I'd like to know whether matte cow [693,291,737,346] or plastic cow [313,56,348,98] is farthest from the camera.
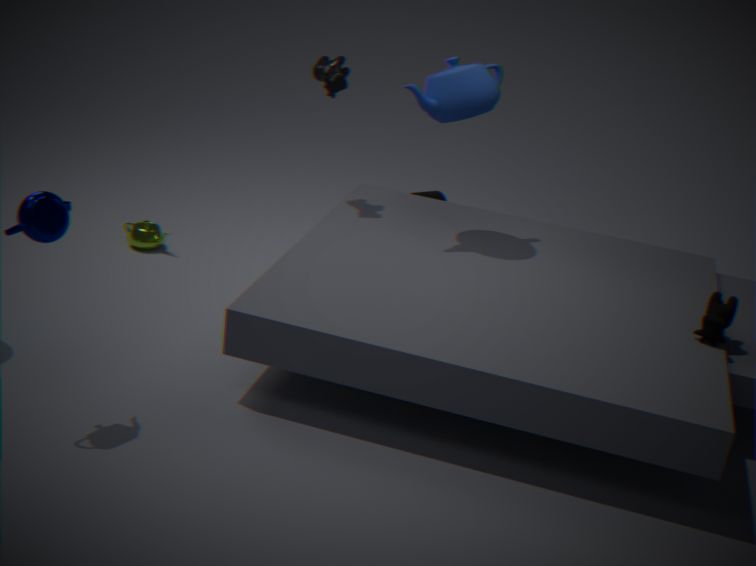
plastic cow [313,56,348,98]
